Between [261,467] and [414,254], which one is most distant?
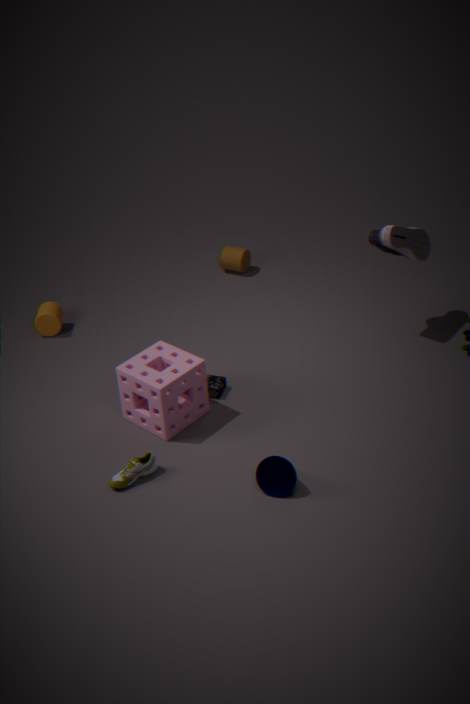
[414,254]
